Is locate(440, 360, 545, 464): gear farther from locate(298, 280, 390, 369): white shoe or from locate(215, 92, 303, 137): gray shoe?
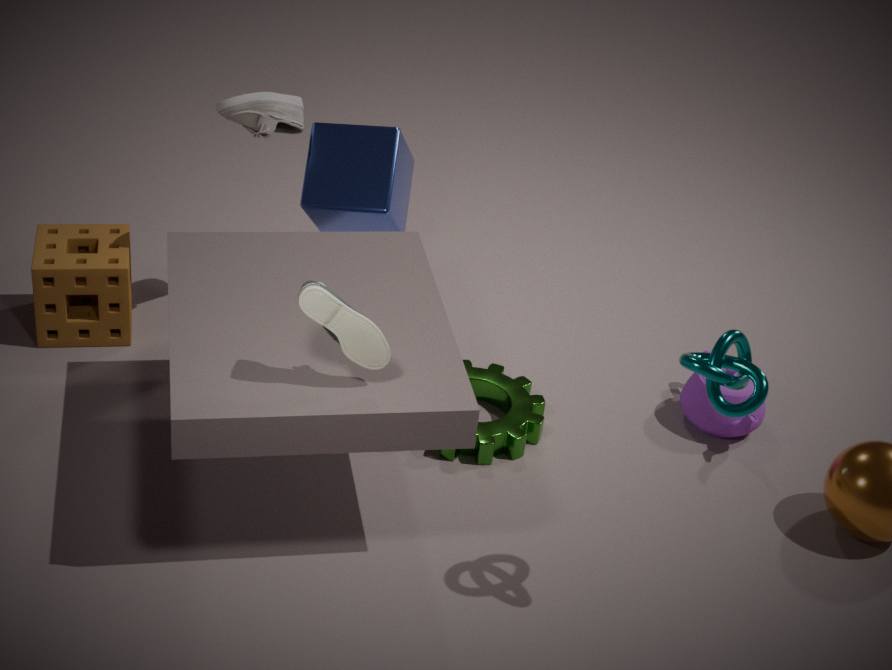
locate(215, 92, 303, 137): gray shoe
